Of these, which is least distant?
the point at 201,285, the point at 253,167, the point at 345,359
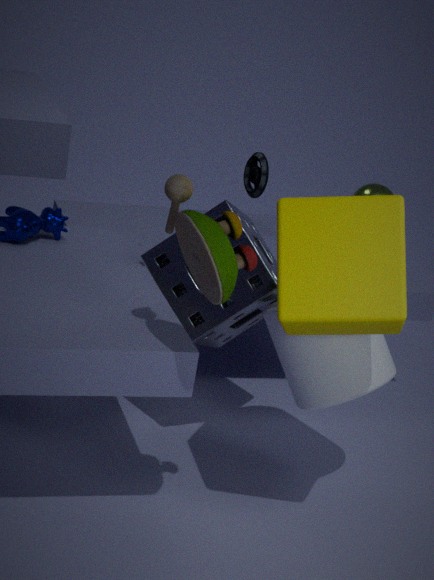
the point at 201,285
